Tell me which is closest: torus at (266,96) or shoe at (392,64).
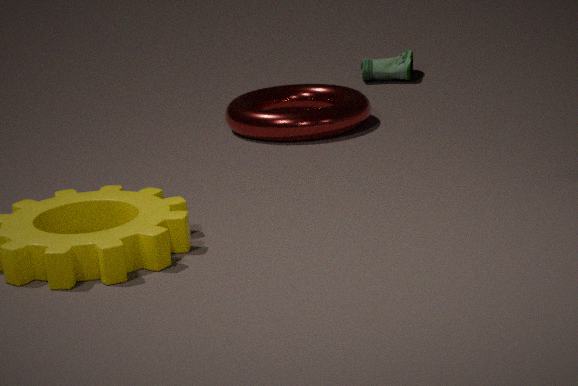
torus at (266,96)
